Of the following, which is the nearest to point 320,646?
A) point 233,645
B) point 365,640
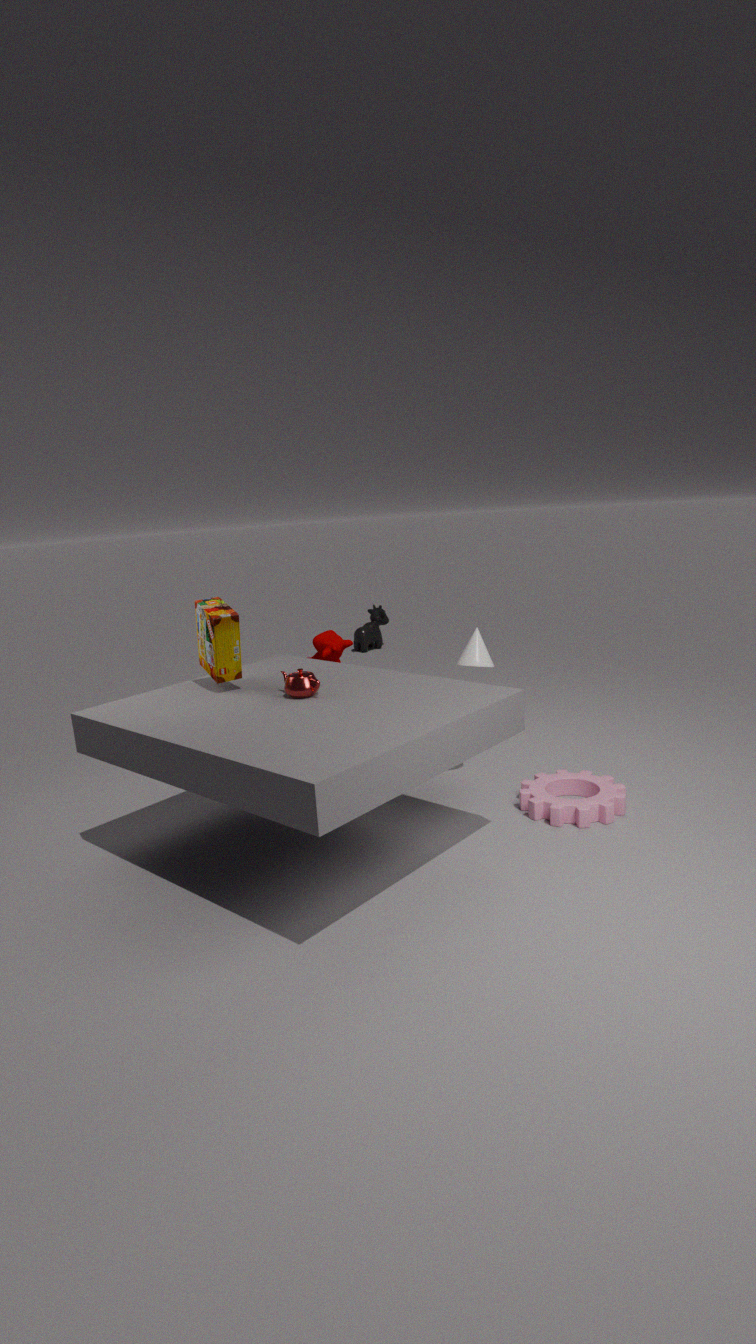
point 233,645
